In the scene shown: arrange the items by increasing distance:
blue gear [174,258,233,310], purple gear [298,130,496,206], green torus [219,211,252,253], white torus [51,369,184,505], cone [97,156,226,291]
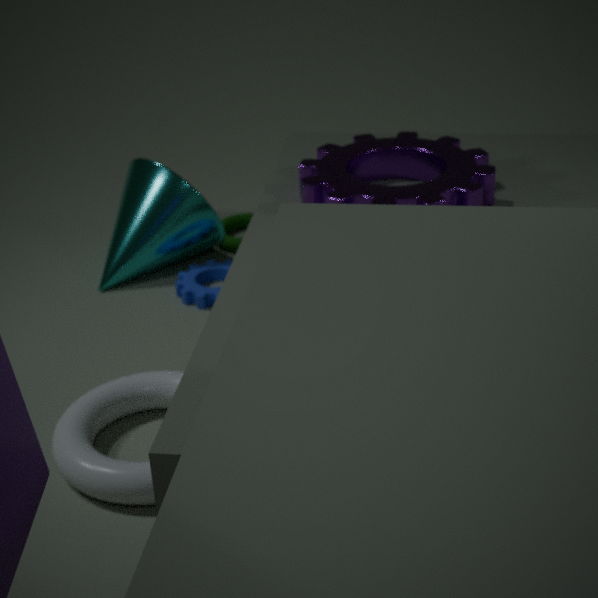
white torus [51,369,184,505] < purple gear [298,130,496,206] < blue gear [174,258,233,310] < cone [97,156,226,291] < green torus [219,211,252,253]
